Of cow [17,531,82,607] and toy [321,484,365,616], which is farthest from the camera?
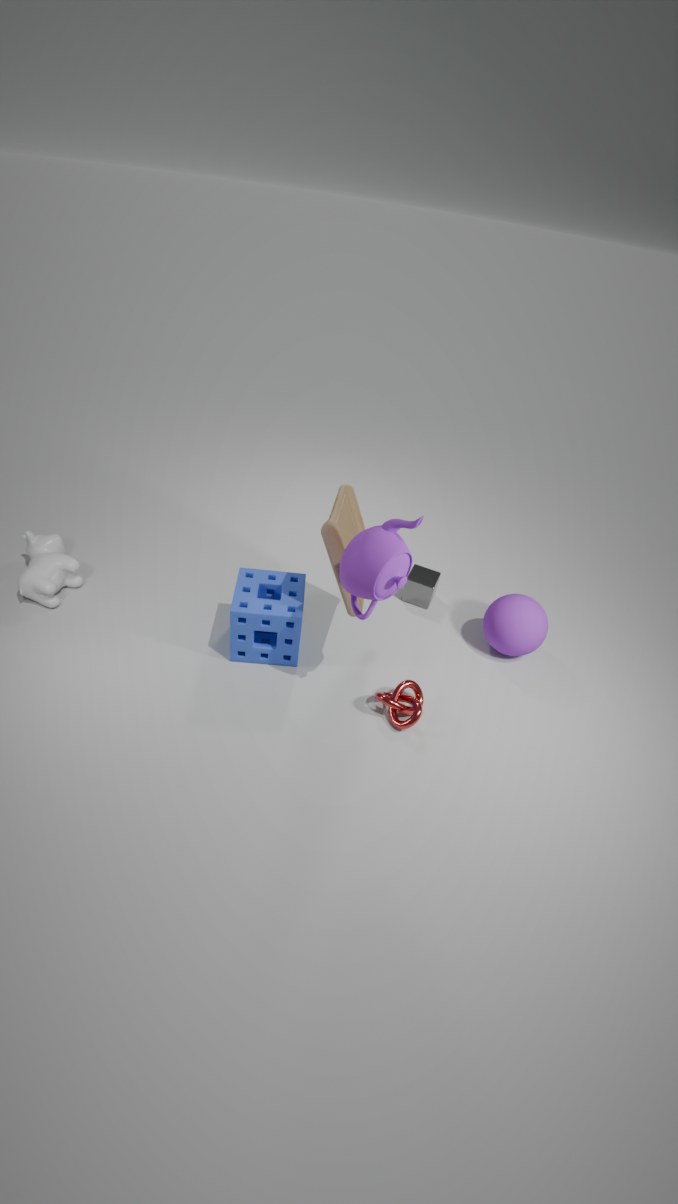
cow [17,531,82,607]
